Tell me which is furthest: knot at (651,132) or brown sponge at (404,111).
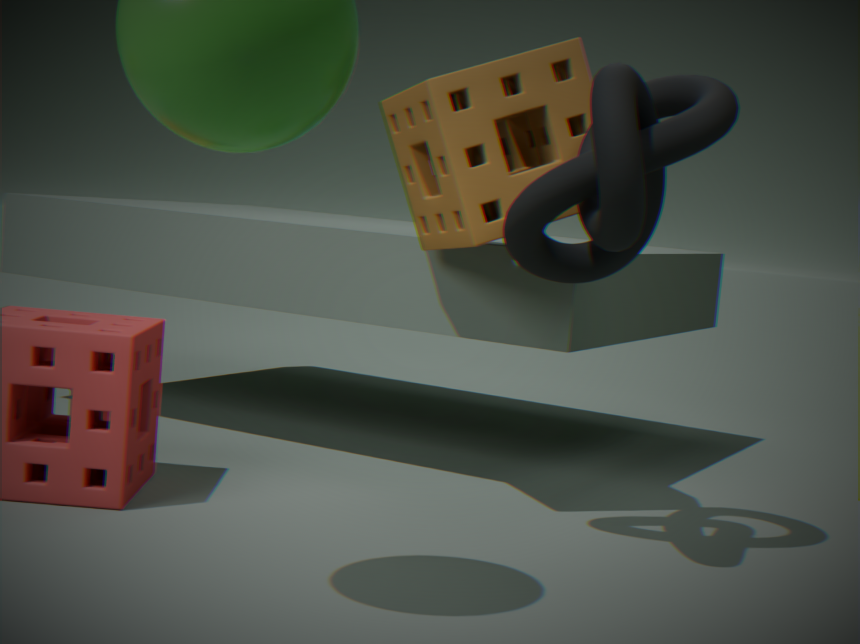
brown sponge at (404,111)
